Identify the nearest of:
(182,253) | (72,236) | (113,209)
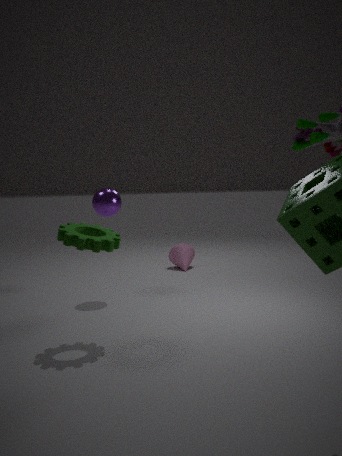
(72,236)
